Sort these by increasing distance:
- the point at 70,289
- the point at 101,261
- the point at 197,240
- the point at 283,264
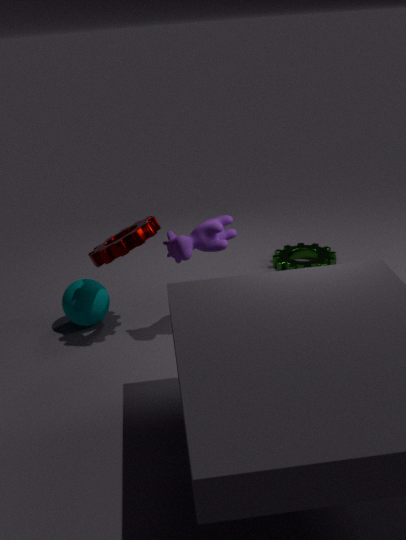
the point at 197,240
the point at 101,261
the point at 70,289
the point at 283,264
